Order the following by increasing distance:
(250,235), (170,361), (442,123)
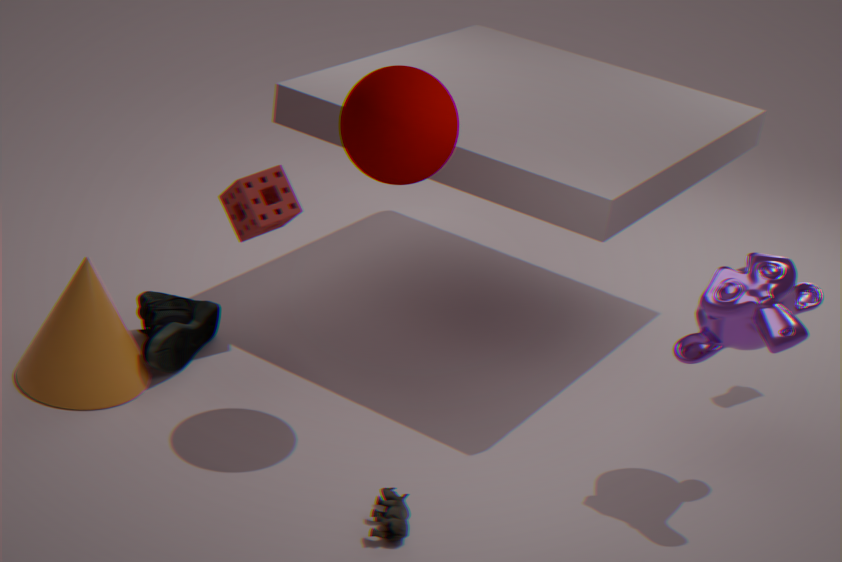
(442,123) < (170,361) < (250,235)
